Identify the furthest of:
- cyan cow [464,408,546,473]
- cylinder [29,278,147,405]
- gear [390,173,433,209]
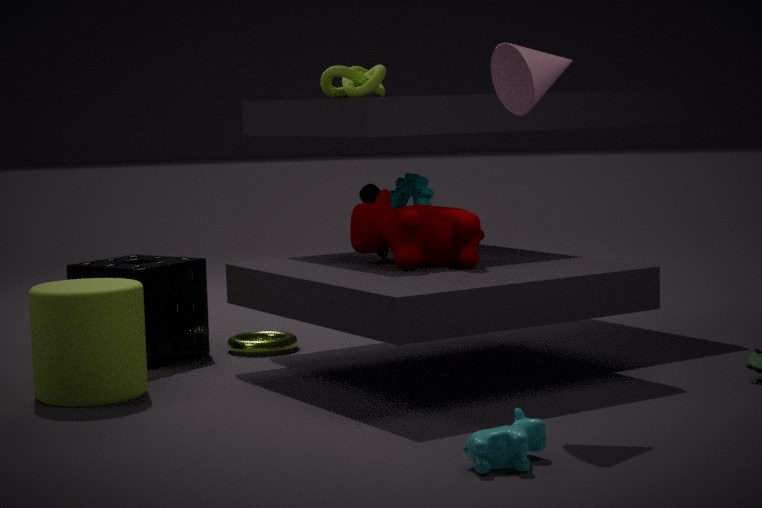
gear [390,173,433,209]
